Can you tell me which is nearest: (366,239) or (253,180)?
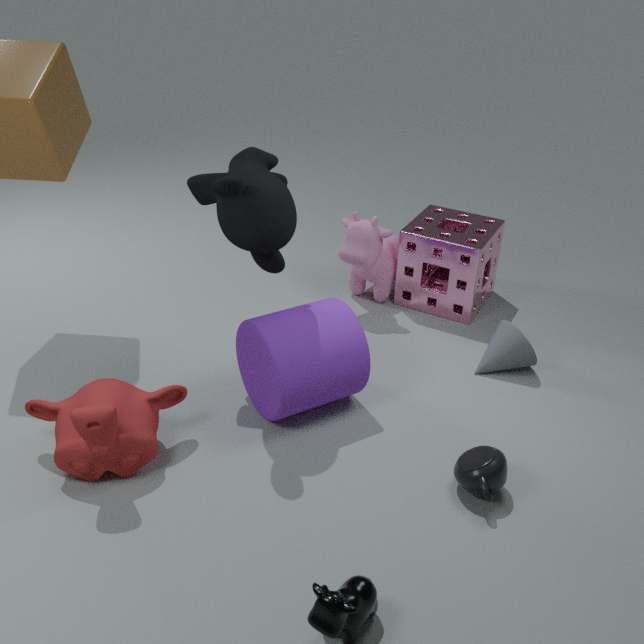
(253,180)
